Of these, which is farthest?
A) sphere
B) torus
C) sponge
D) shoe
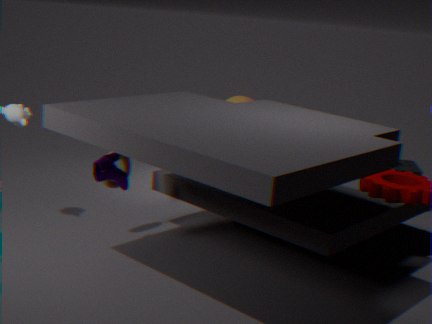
sponge
